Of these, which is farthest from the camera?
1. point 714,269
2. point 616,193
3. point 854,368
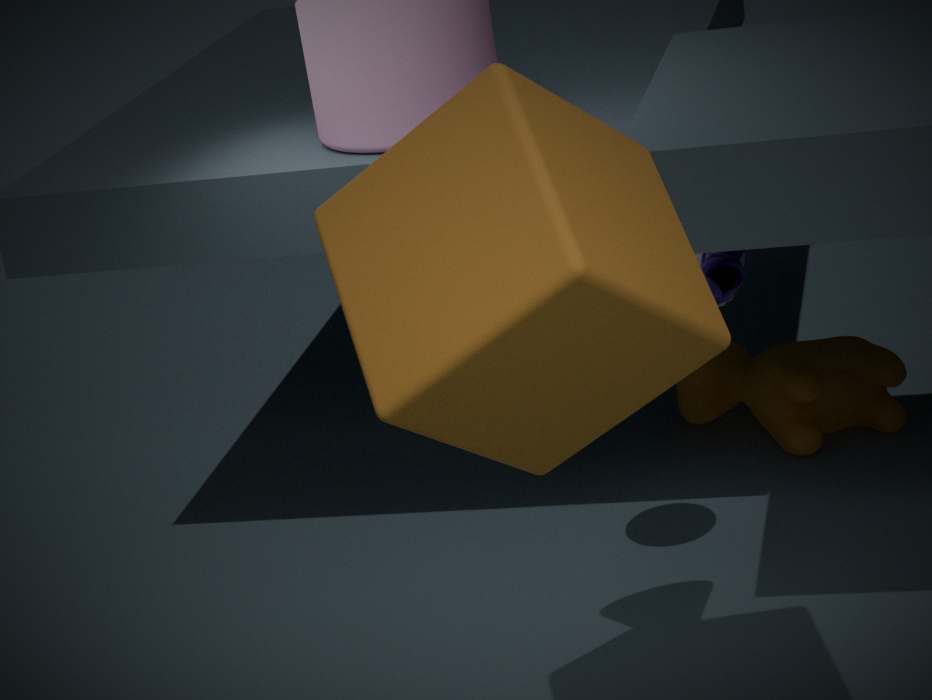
point 854,368
